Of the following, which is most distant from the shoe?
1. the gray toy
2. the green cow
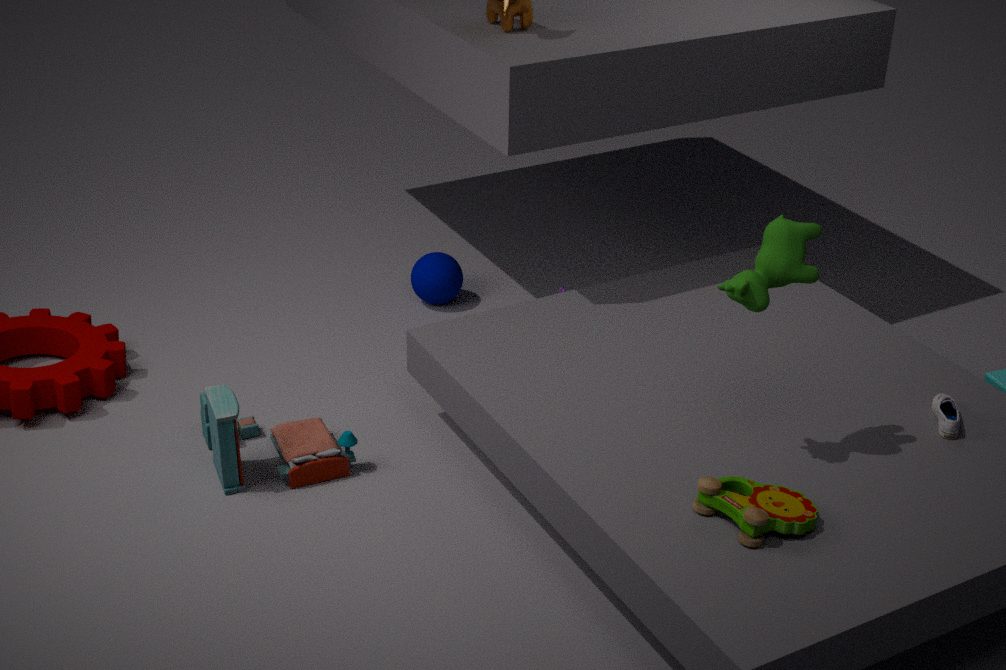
the gray toy
